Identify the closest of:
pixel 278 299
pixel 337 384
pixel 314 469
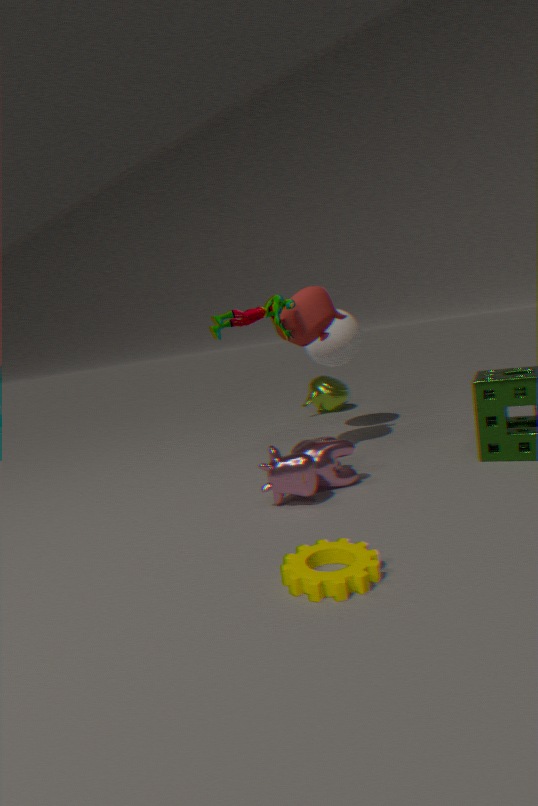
pixel 314 469
